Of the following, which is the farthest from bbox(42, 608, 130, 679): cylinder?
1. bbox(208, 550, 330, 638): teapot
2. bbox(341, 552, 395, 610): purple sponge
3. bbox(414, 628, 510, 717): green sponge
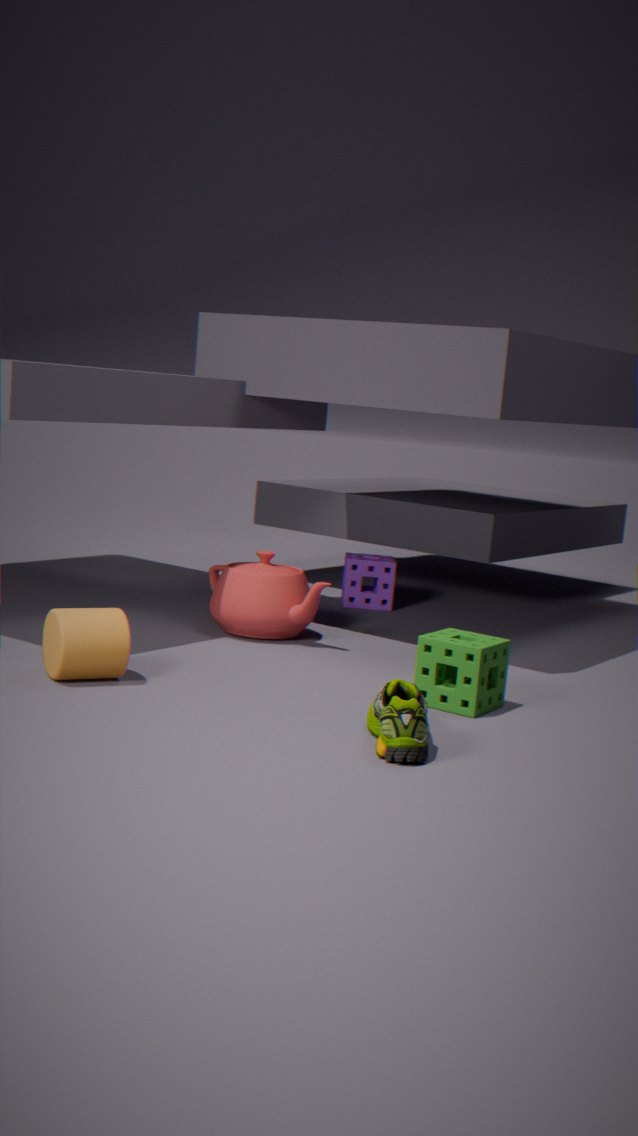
bbox(341, 552, 395, 610): purple sponge
